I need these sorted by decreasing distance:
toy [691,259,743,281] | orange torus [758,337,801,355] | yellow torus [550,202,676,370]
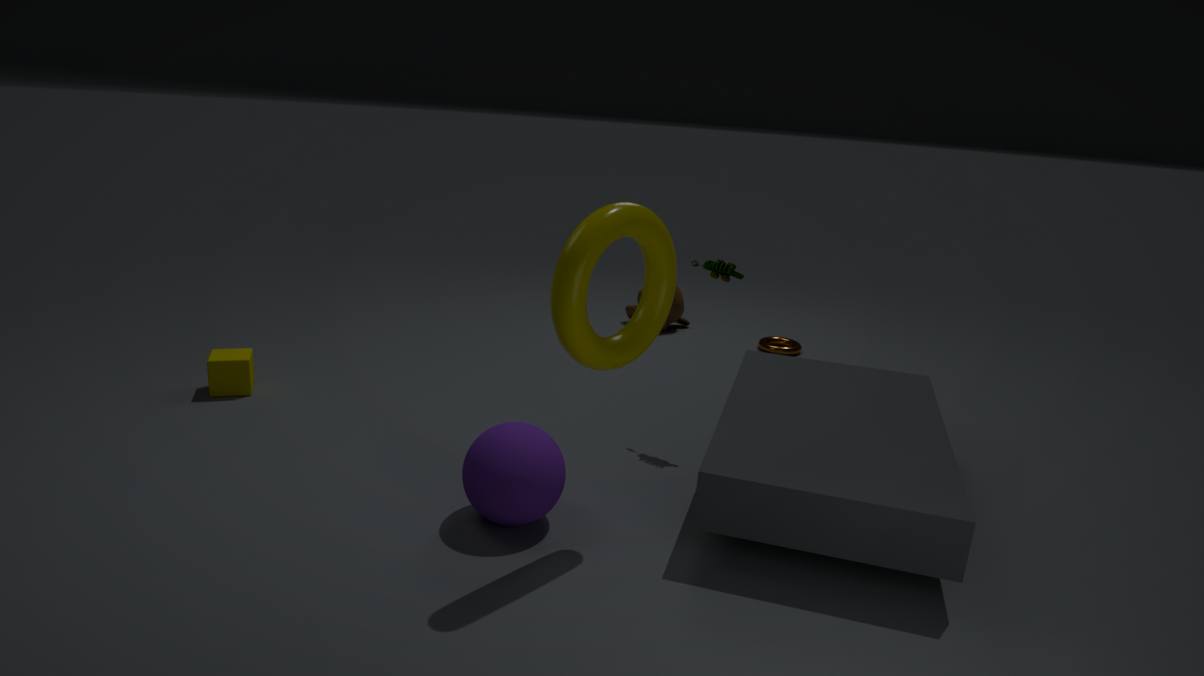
orange torus [758,337,801,355] < toy [691,259,743,281] < yellow torus [550,202,676,370]
